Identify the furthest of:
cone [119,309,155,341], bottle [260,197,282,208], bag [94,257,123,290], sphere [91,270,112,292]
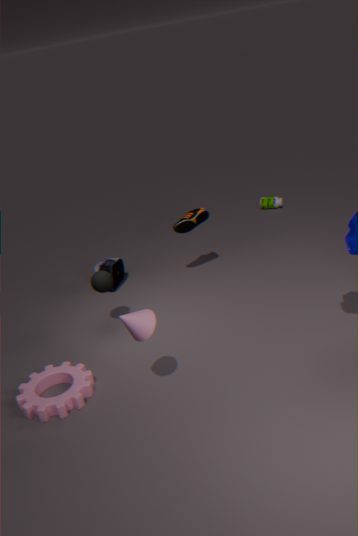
bottle [260,197,282,208]
